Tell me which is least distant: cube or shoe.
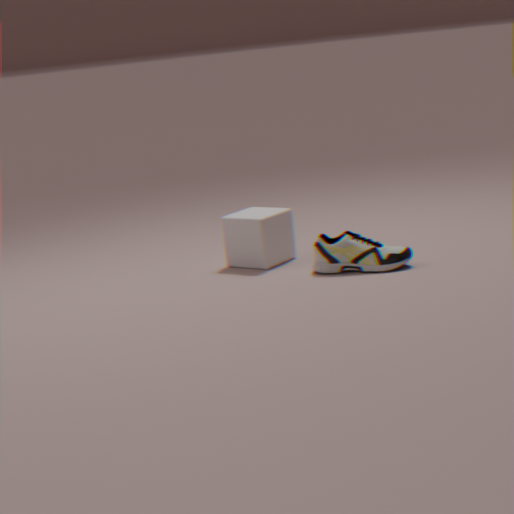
shoe
